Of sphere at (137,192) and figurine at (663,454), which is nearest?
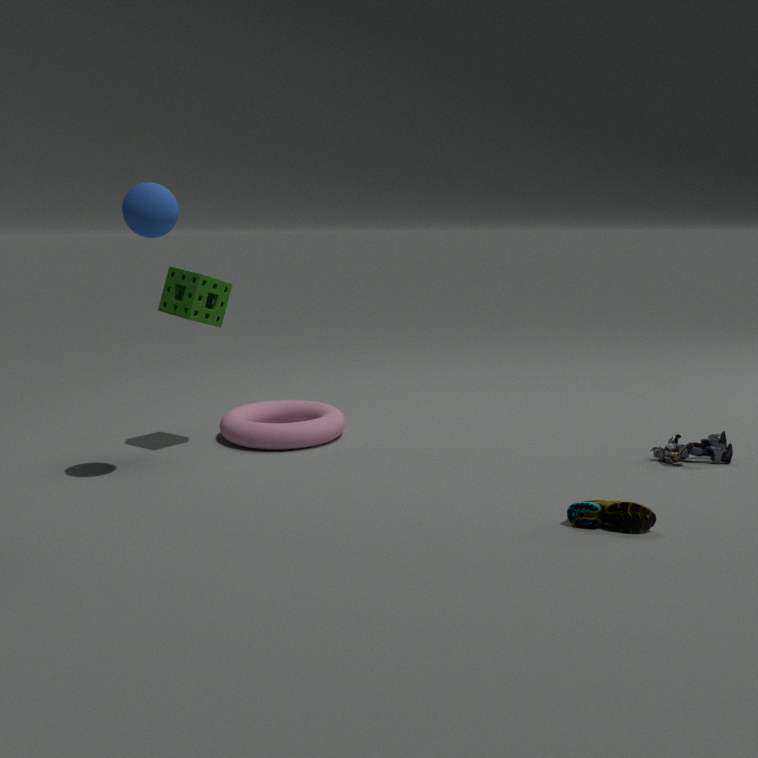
sphere at (137,192)
